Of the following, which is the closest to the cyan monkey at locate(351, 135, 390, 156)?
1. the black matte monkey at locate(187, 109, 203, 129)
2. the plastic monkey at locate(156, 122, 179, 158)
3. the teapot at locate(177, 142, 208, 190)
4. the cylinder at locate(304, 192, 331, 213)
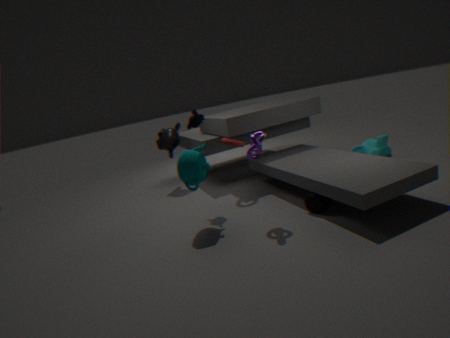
the cylinder at locate(304, 192, 331, 213)
